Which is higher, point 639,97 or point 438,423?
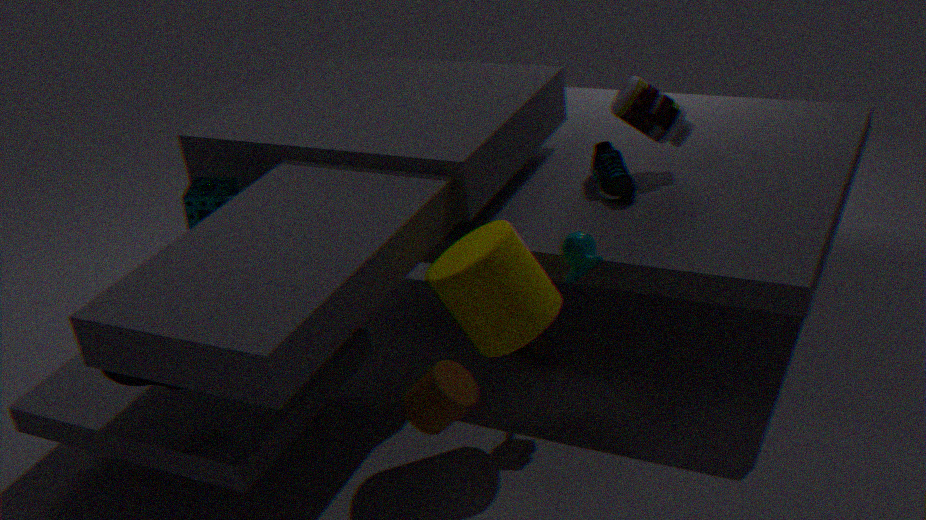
point 639,97
